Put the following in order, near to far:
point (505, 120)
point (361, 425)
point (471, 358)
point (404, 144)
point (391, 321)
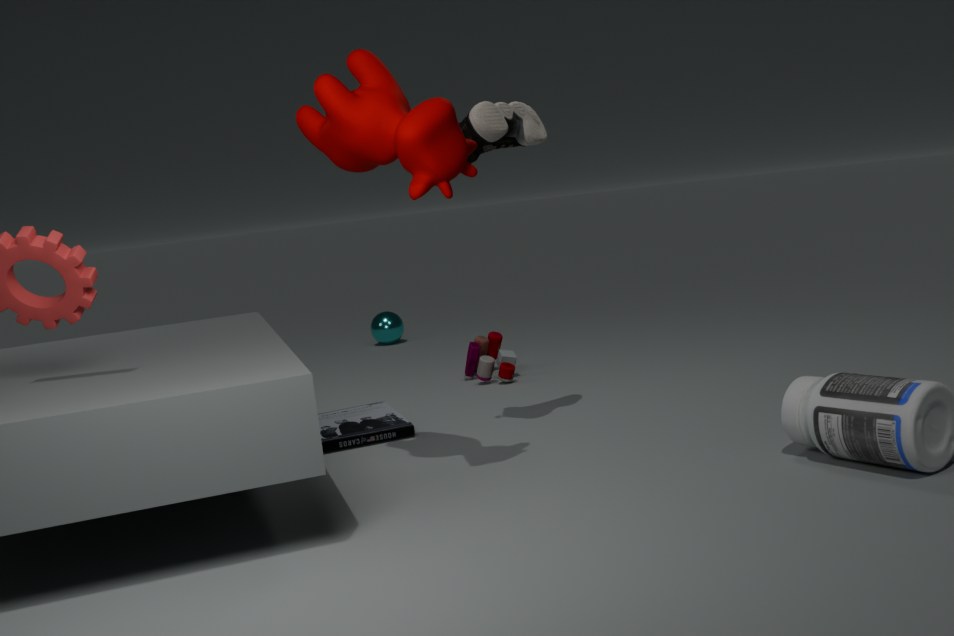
point (404, 144), point (505, 120), point (361, 425), point (471, 358), point (391, 321)
